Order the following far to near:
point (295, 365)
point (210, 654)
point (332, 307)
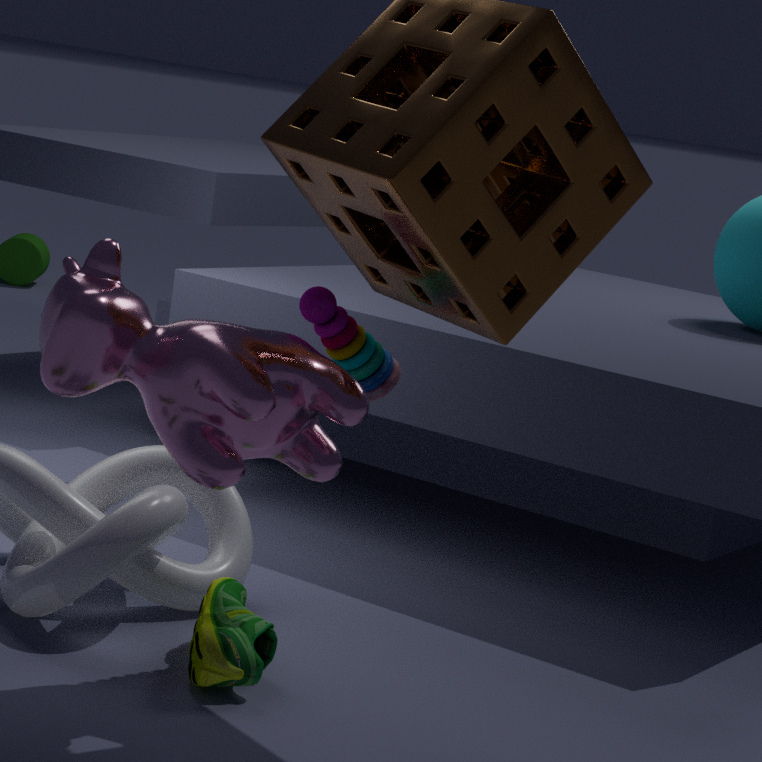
point (332, 307), point (210, 654), point (295, 365)
